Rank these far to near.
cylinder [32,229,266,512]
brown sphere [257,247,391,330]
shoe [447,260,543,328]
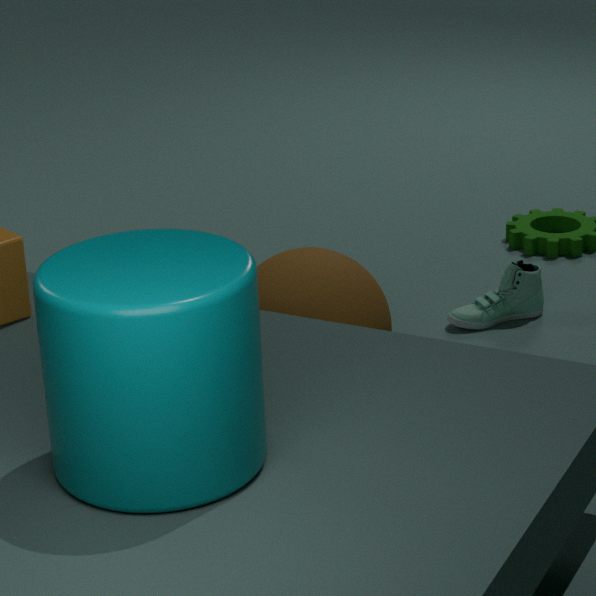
shoe [447,260,543,328] < brown sphere [257,247,391,330] < cylinder [32,229,266,512]
